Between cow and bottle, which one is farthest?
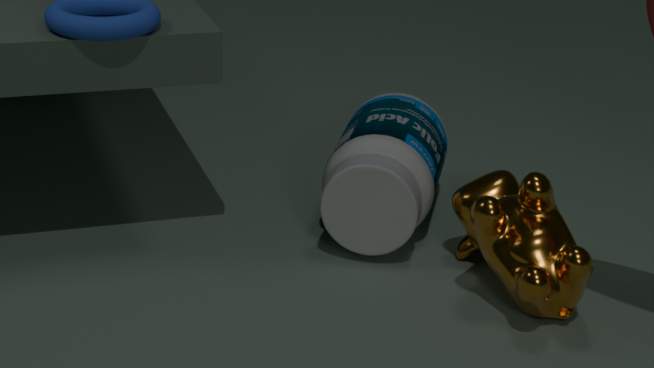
bottle
